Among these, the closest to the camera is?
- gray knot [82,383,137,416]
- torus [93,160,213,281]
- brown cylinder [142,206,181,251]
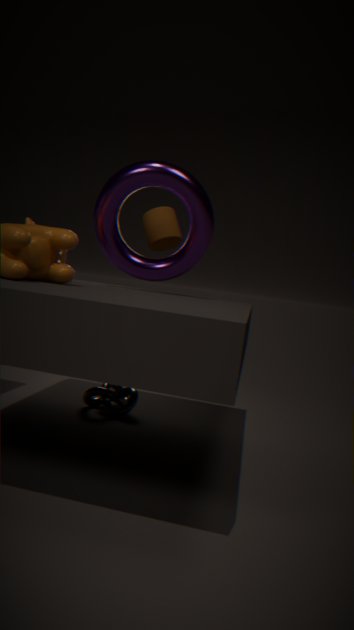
torus [93,160,213,281]
